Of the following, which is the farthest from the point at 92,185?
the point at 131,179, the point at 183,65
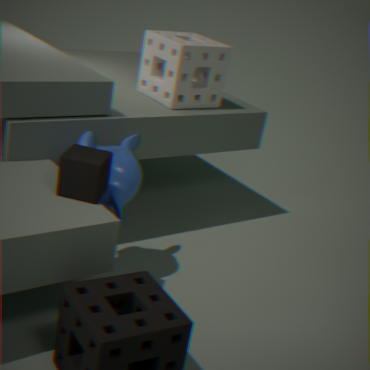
the point at 183,65
